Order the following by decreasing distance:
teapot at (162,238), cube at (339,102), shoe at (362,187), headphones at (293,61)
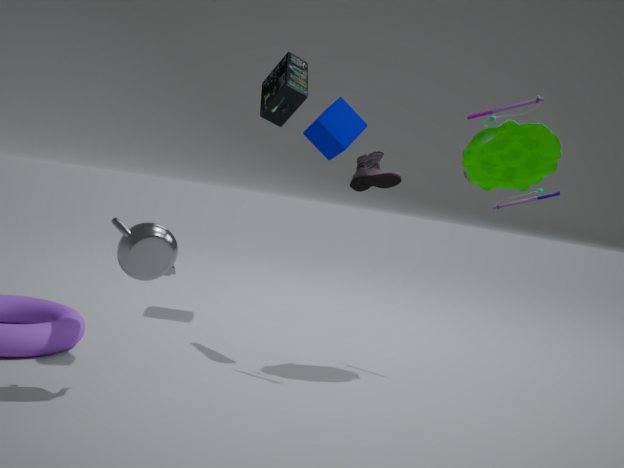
cube at (339,102) < shoe at (362,187) < headphones at (293,61) < teapot at (162,238)
